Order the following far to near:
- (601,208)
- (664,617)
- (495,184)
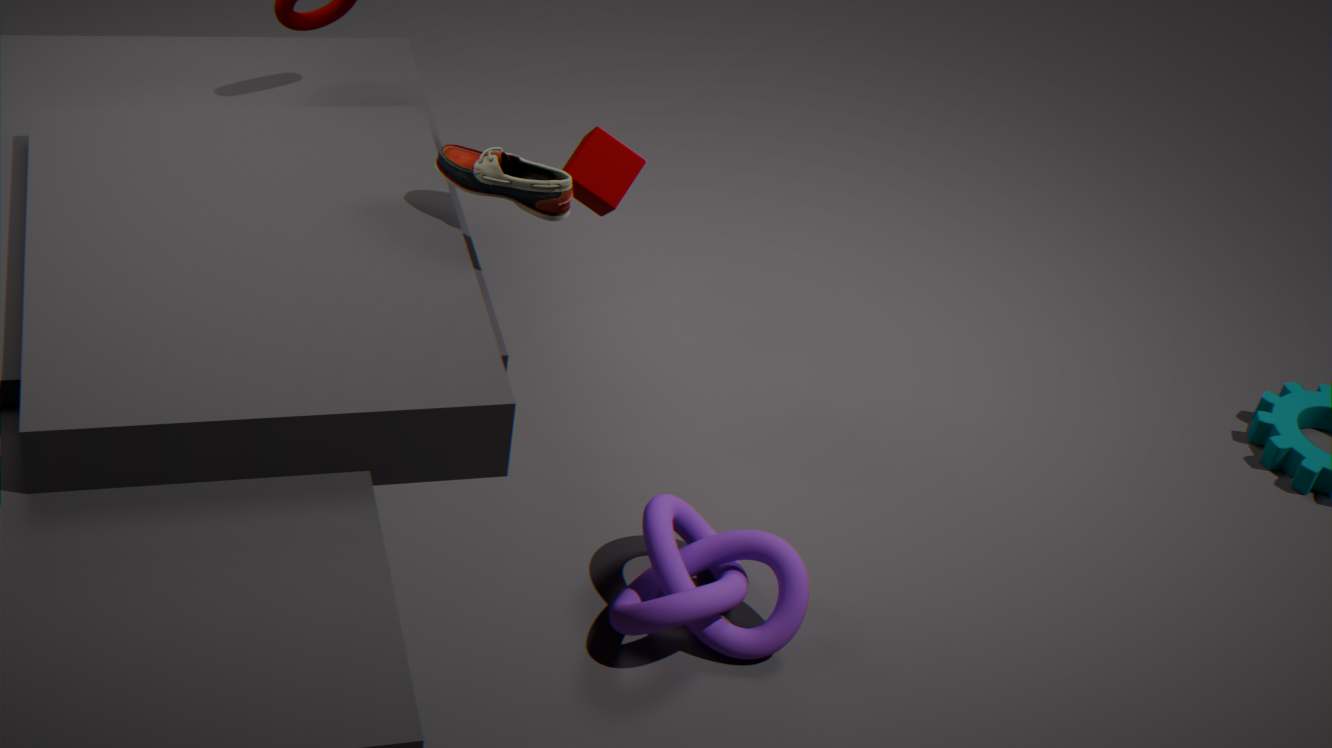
(601,208)
(495,184)
(664,617)
